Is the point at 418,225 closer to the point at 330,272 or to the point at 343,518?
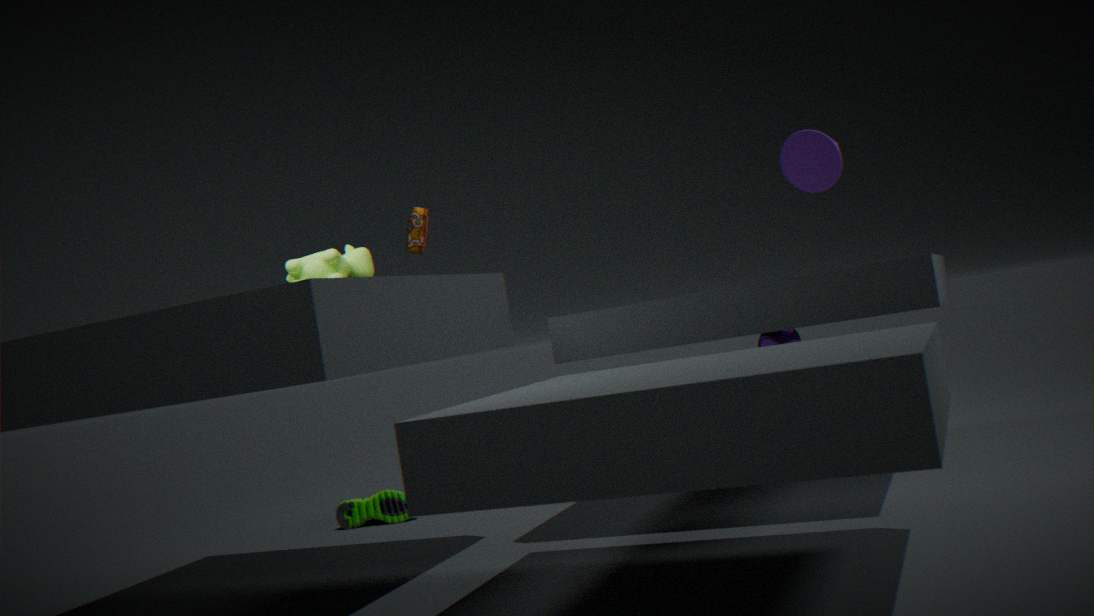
the point at 343,518
